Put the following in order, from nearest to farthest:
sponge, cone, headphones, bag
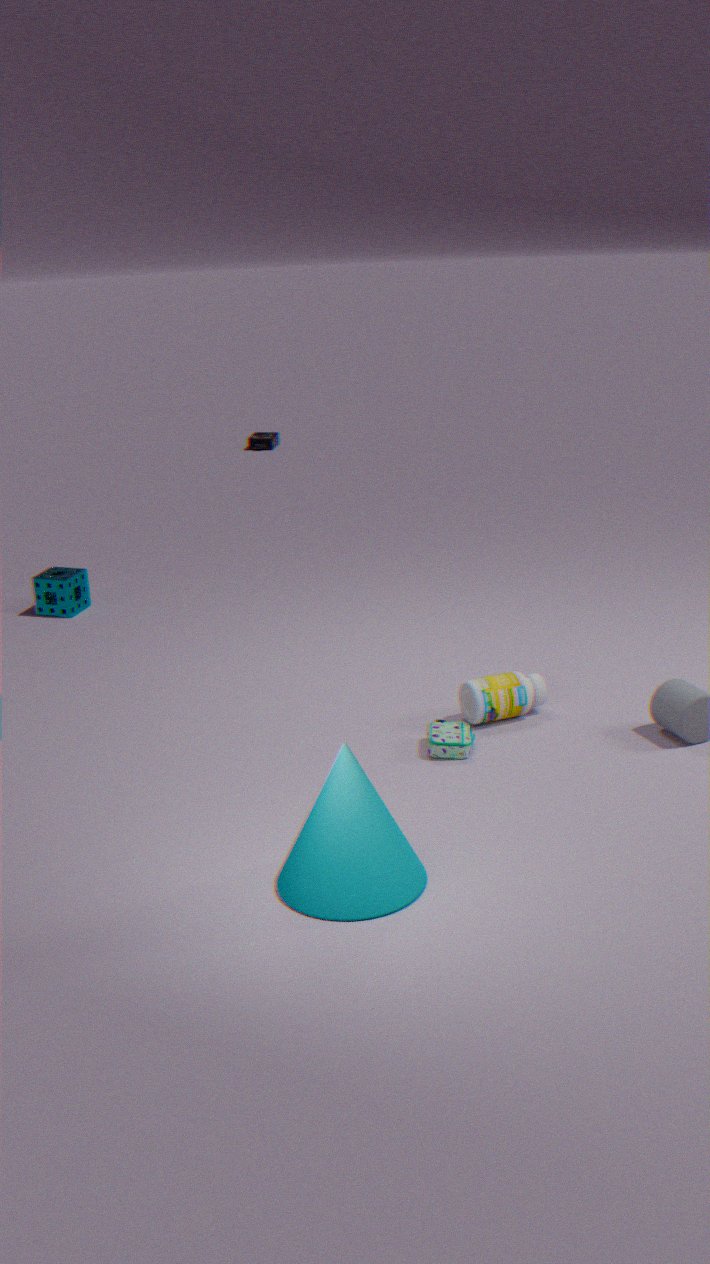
cone, bag, sponge, headphones
